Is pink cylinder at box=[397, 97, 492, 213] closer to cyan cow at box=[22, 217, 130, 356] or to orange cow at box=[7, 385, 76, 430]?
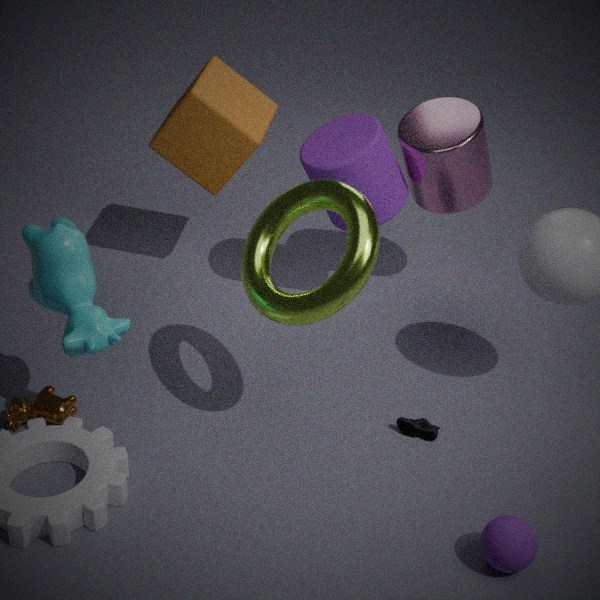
cyan cow at box=[22, 217, 130, 356]
